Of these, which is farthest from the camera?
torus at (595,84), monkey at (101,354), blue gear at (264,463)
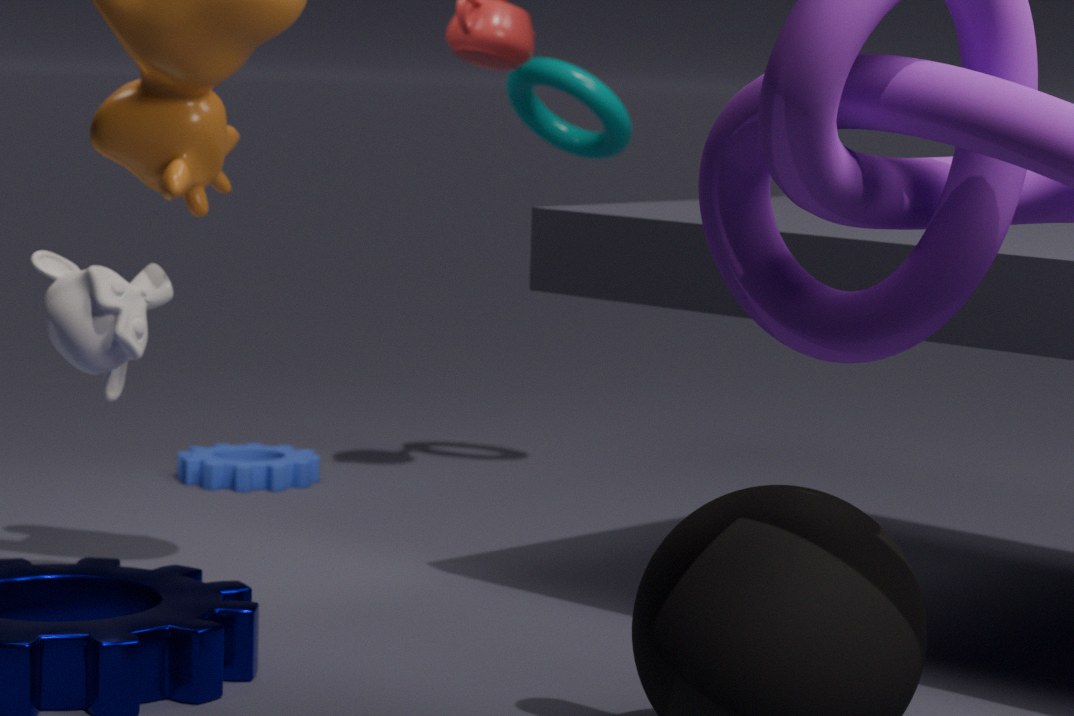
blue gear at (264,463)
